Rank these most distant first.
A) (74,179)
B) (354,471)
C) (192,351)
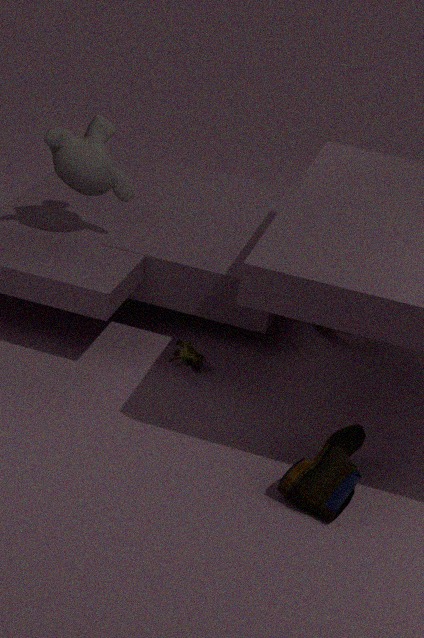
(192,351) < (74,179) < (354,471)
